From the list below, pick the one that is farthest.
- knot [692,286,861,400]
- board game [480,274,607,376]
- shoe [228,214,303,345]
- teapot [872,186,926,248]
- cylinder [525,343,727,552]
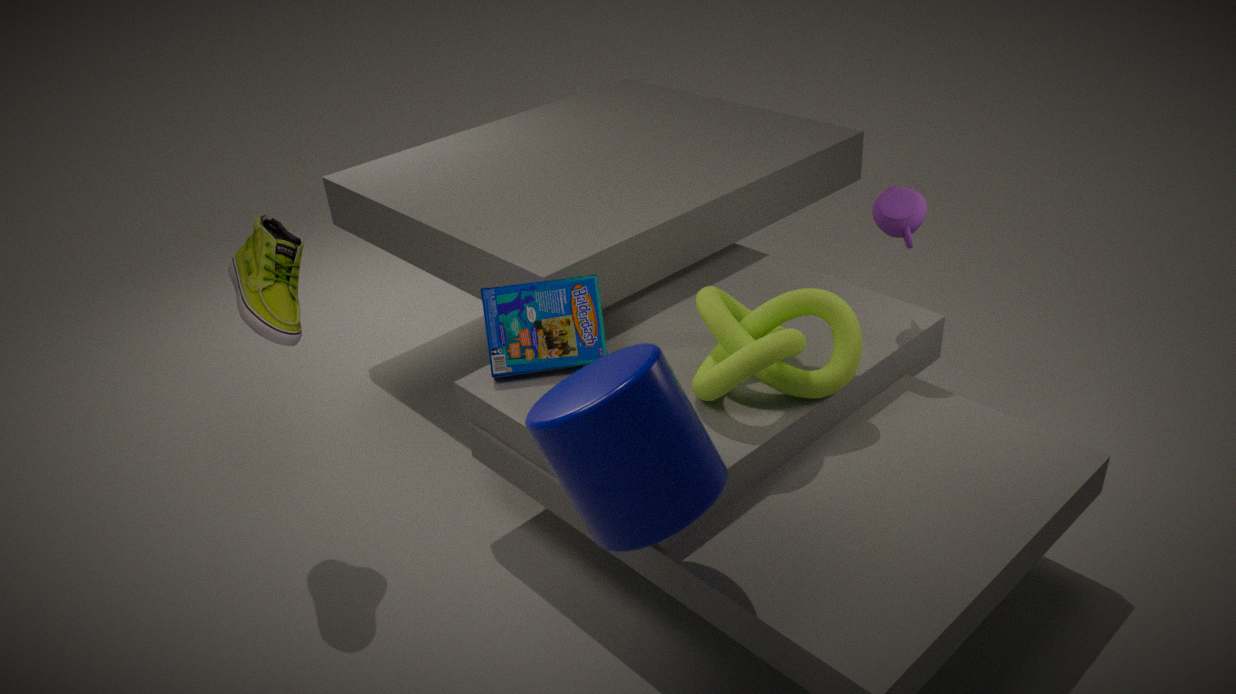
board game [480,274,607,376]
